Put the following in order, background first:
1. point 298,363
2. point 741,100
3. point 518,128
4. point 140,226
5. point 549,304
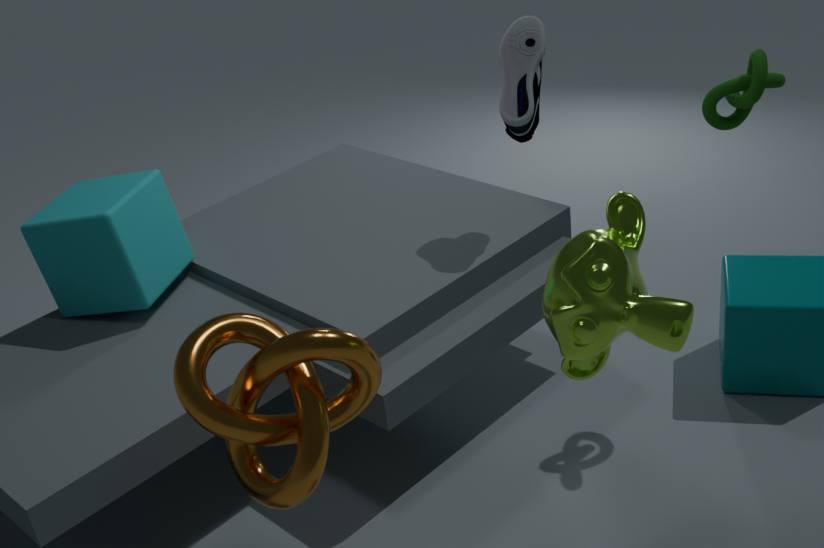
1. point 140,226
2. point 518,128
3. point 741,100
4. point 298,363
5. point 549,304
